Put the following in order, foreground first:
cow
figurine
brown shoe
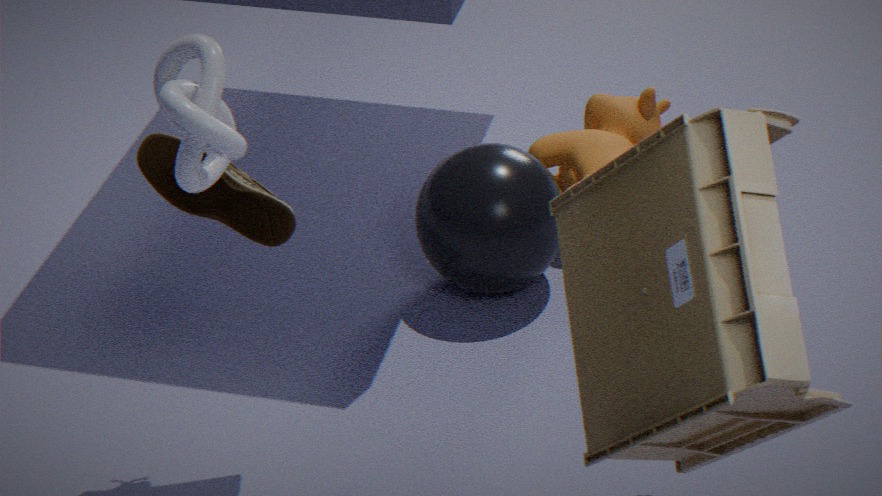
figurine
brown shoe
cow
